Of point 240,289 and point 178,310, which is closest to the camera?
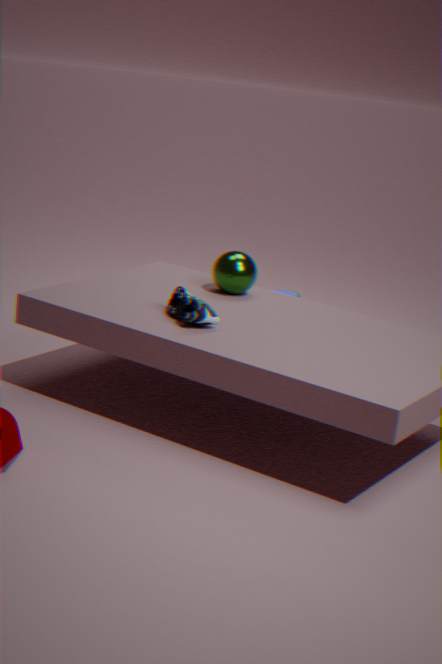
point 178,310
